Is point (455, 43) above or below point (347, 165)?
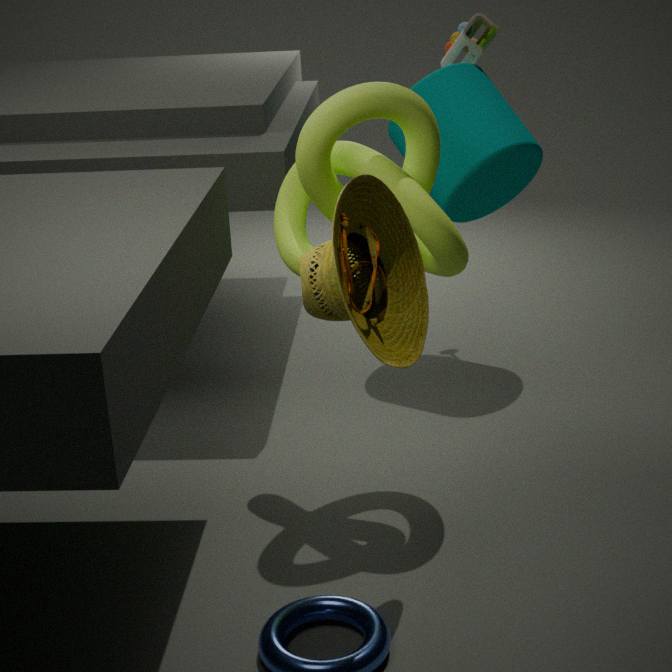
above
